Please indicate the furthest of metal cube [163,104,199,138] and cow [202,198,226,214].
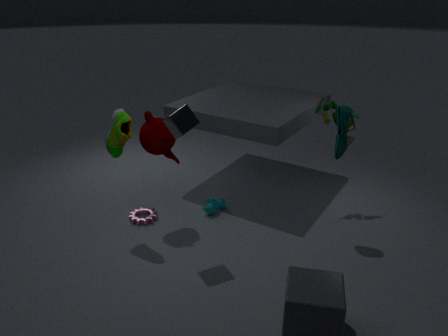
cow [202,198,226,214]
